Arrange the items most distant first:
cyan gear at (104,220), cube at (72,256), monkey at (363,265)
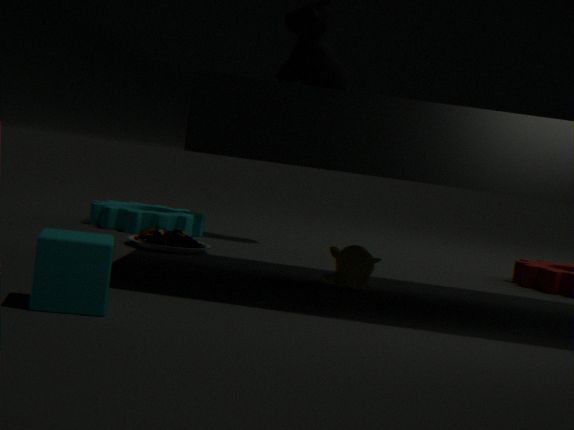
cyan gear at (104,220), monkey at (363,265), cube at (72,256)
